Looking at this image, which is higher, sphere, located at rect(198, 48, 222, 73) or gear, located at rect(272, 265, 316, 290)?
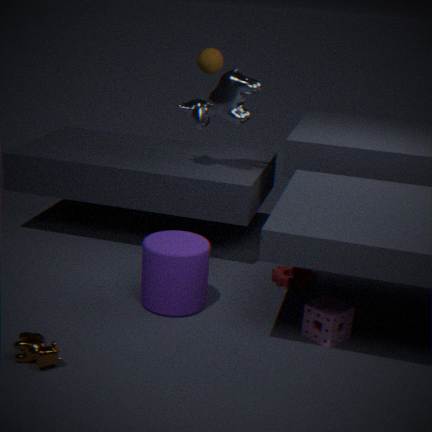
sphere, located at rect(198, 48, 222, 73)
